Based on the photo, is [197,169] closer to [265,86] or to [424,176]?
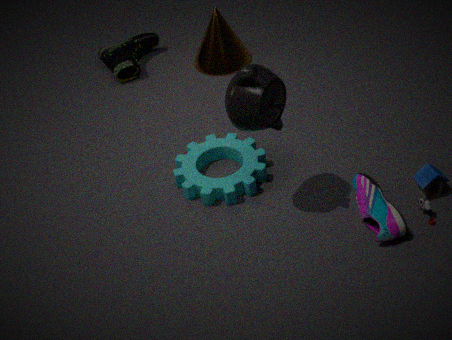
[265,86]
